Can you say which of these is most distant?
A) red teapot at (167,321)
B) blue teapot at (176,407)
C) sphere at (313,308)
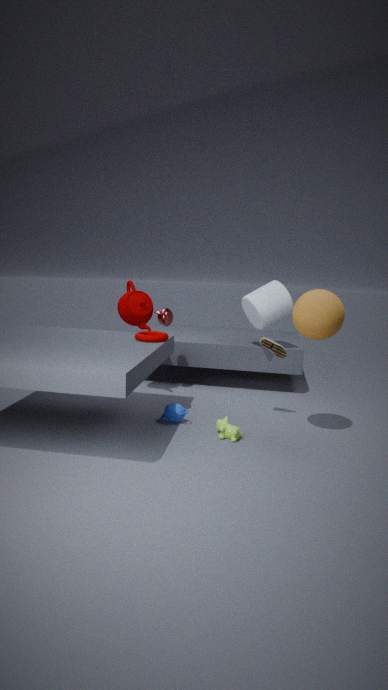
red teapot at (167,321)
